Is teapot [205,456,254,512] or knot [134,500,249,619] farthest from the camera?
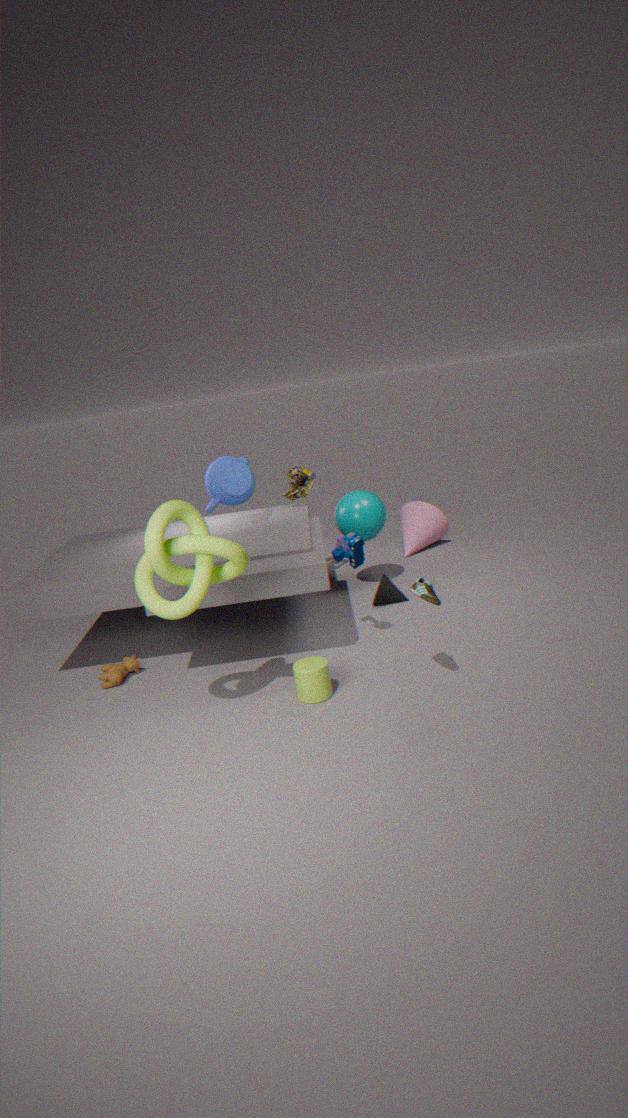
teapot [205,456,254,512]
